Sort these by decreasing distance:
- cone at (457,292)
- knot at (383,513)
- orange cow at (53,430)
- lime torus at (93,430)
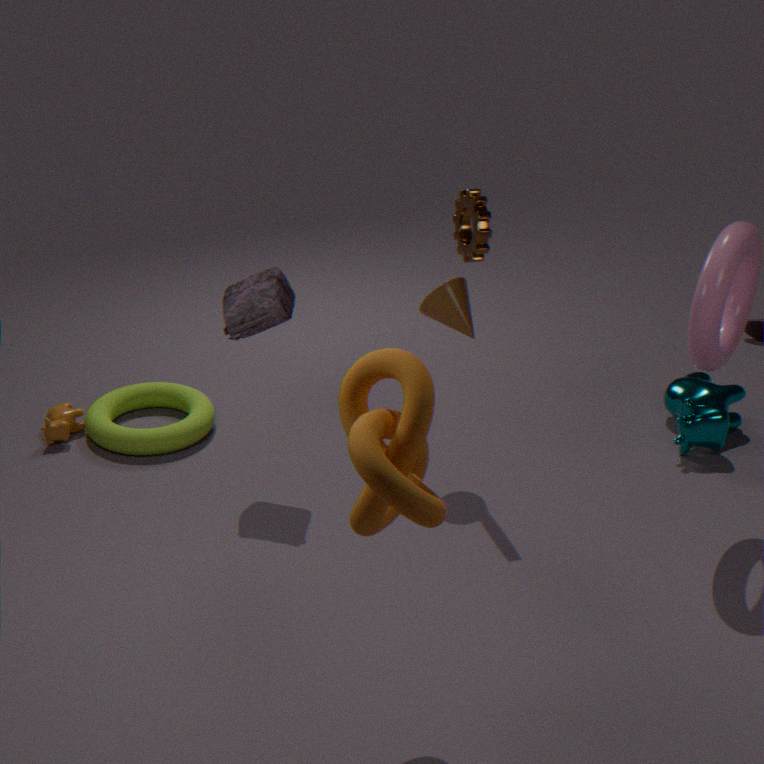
orange cow at (53,430) → lime torus at (93,430) → cone at (457,292) → knot at (383,513)
